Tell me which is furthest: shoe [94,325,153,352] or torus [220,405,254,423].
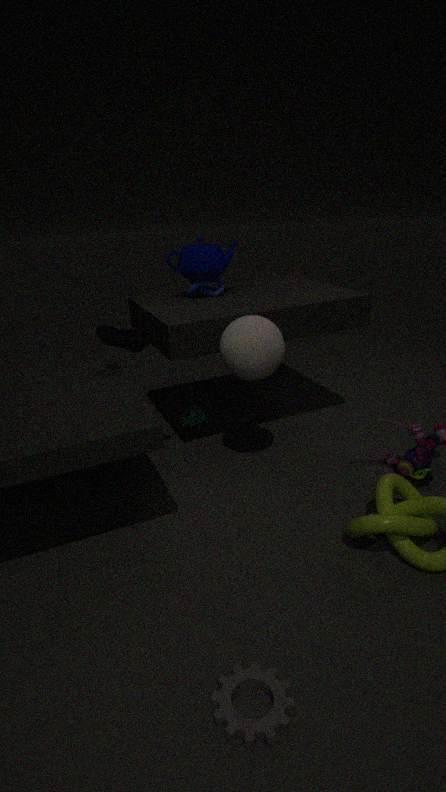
torus [220,405,254,423]
